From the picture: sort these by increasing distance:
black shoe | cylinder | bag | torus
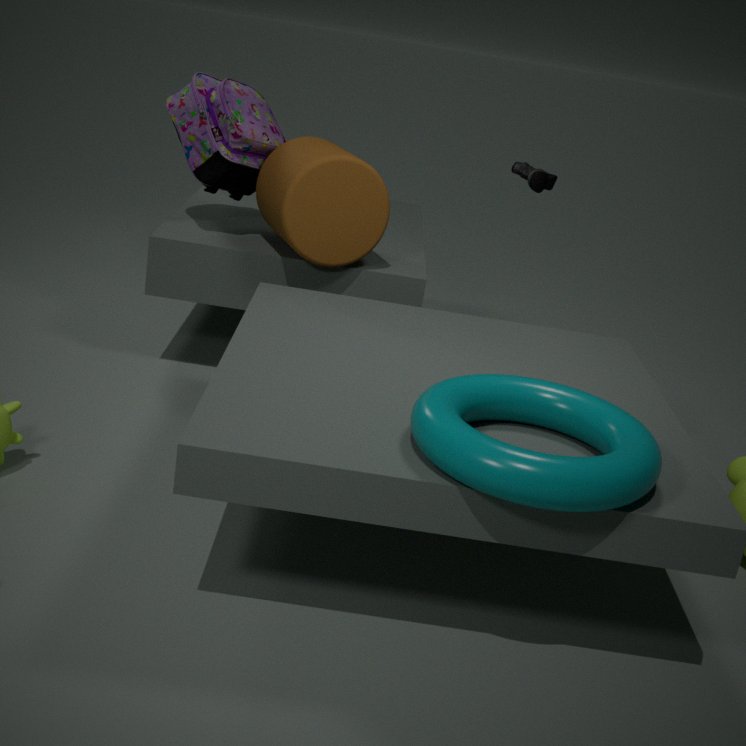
torus → cylinder → bag → black shoe
